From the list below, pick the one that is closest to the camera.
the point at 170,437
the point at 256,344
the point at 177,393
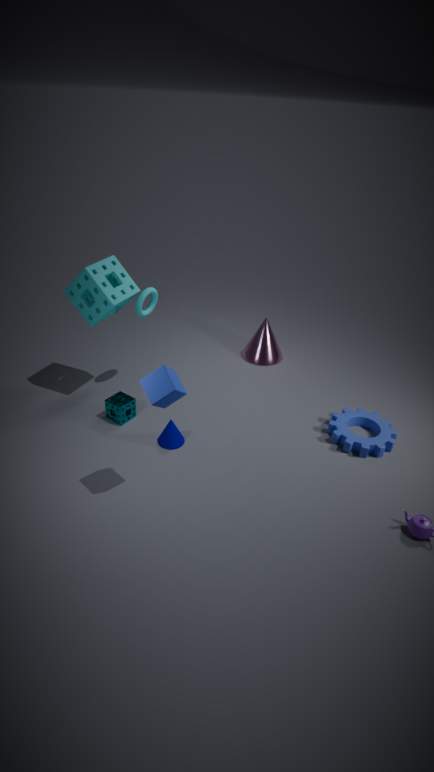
the point at 177,393
